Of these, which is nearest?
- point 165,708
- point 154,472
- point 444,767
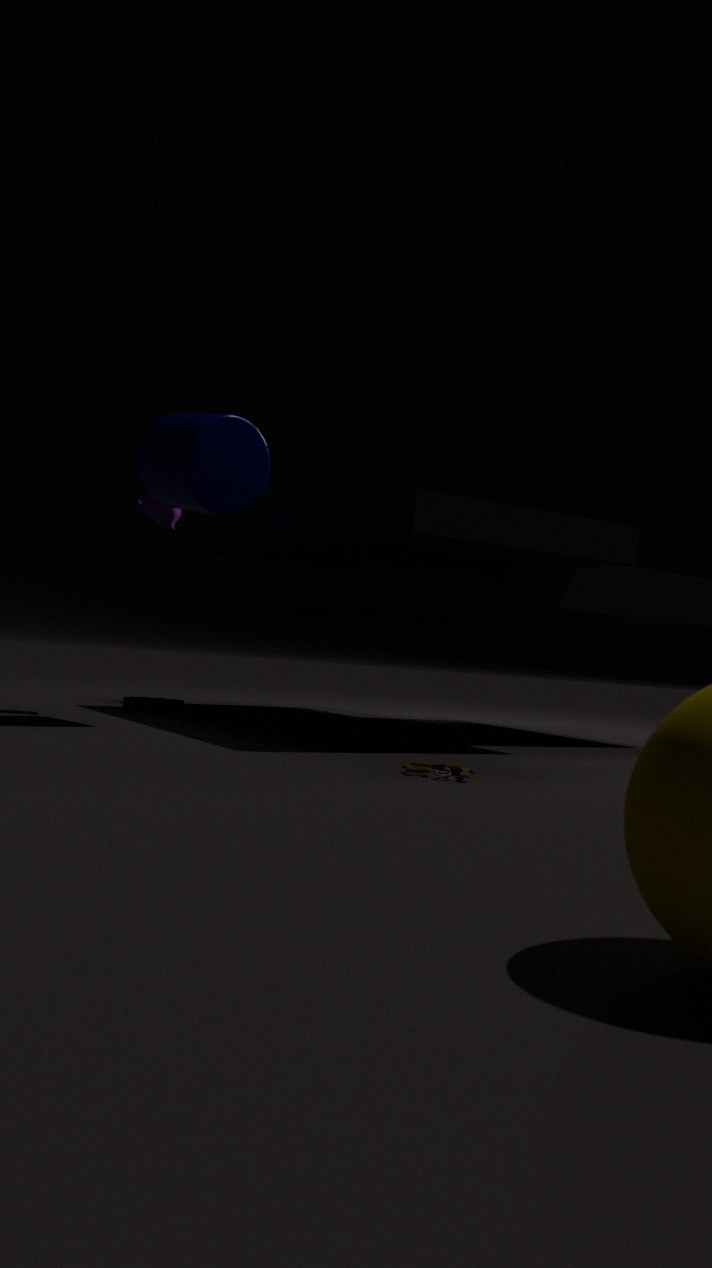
point 444,767
